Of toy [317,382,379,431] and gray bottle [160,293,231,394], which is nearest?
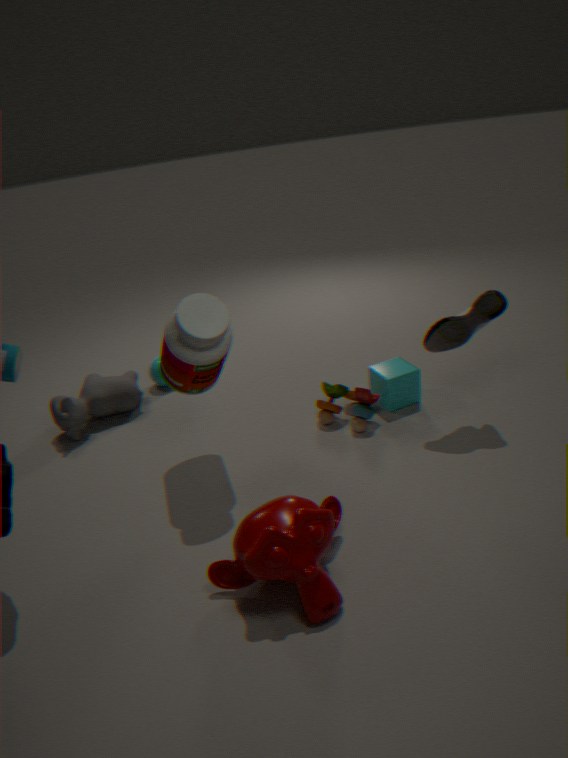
gray bottle [160,293,231,394]
